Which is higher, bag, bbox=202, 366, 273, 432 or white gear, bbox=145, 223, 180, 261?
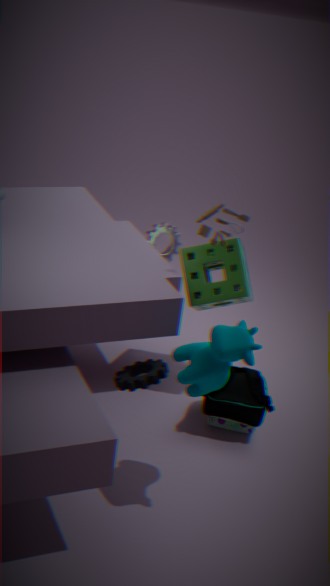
white gear, bbox=145, 223, 180, 261
